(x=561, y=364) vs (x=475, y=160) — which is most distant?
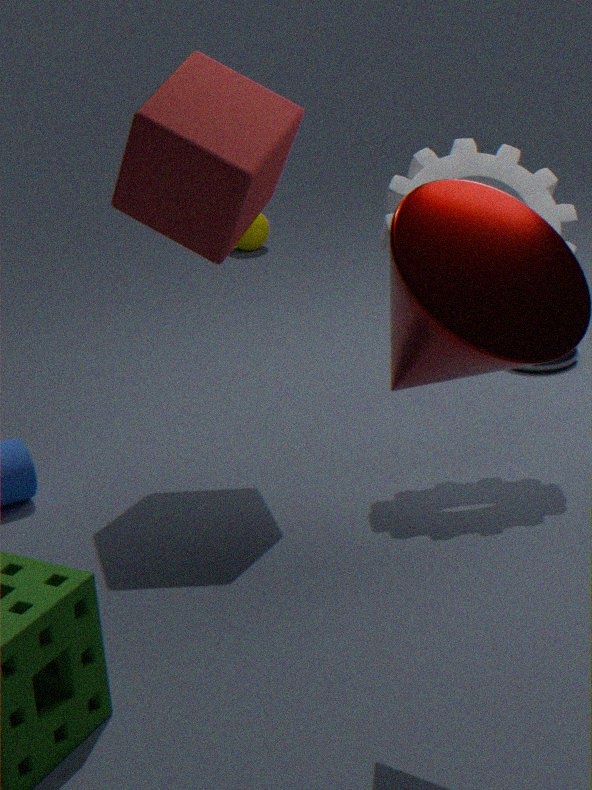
(x=561, y=364)
